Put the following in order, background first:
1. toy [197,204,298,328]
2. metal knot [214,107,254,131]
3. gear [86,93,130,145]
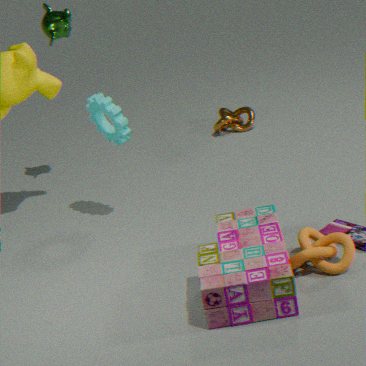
1. metal knot [214,107,254,131]
2. gear [86,93,130,145]
3. toy [197,204,298,328]
